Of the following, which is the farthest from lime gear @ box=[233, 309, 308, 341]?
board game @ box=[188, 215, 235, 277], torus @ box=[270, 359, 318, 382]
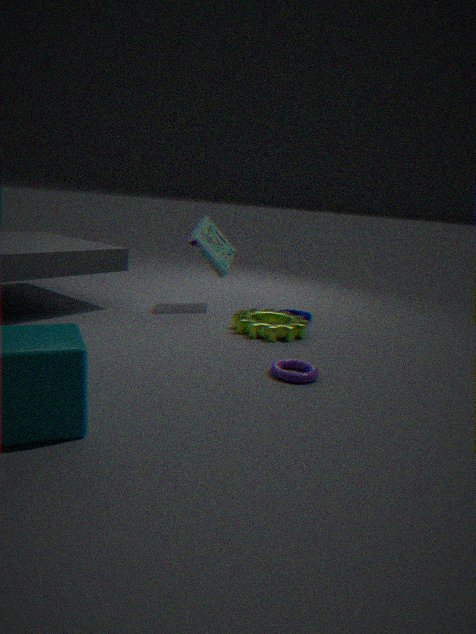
torus @ box=[270, 359, 318, 382]
